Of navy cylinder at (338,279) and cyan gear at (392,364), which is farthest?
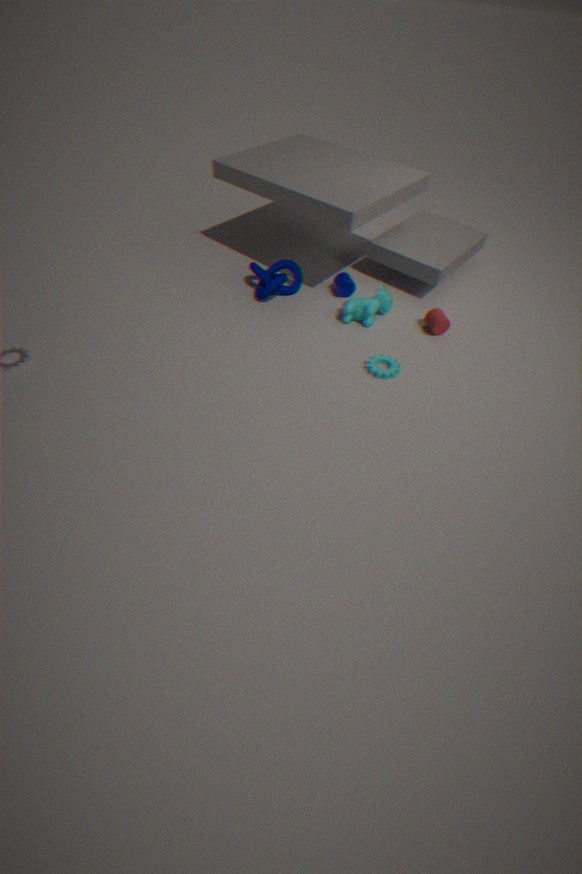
navy cylinder at (338,279)
